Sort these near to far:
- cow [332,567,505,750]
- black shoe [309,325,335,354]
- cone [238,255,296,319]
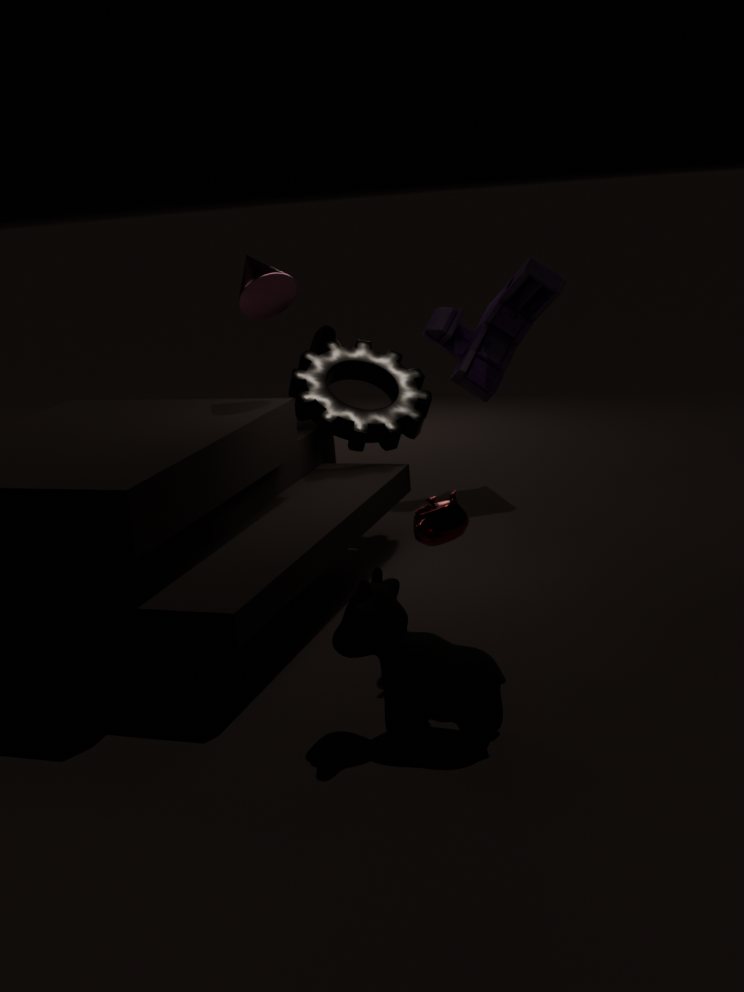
cow [332,567,505,750], cone [238,255,296,319], black shoe [309,325,335,354]
